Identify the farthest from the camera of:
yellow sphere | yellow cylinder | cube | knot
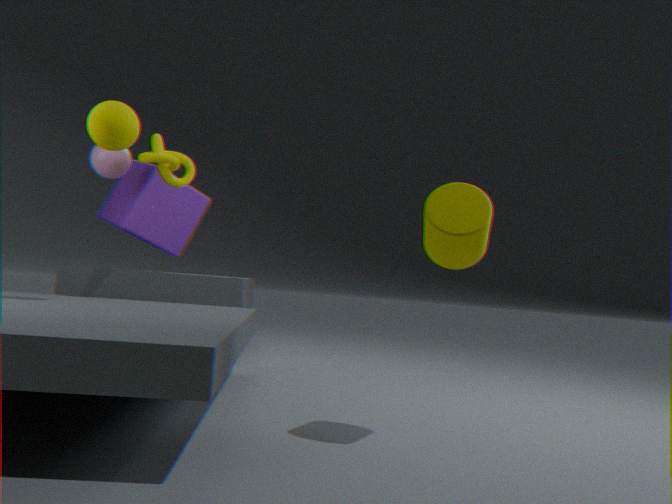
cube
